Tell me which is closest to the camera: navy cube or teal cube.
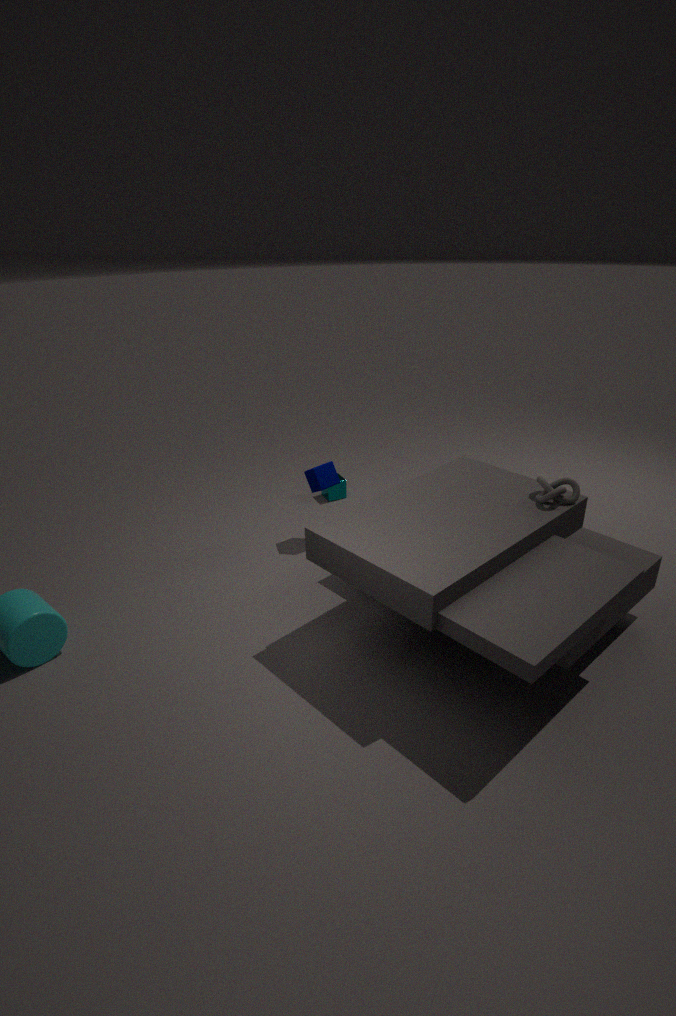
navy cube
